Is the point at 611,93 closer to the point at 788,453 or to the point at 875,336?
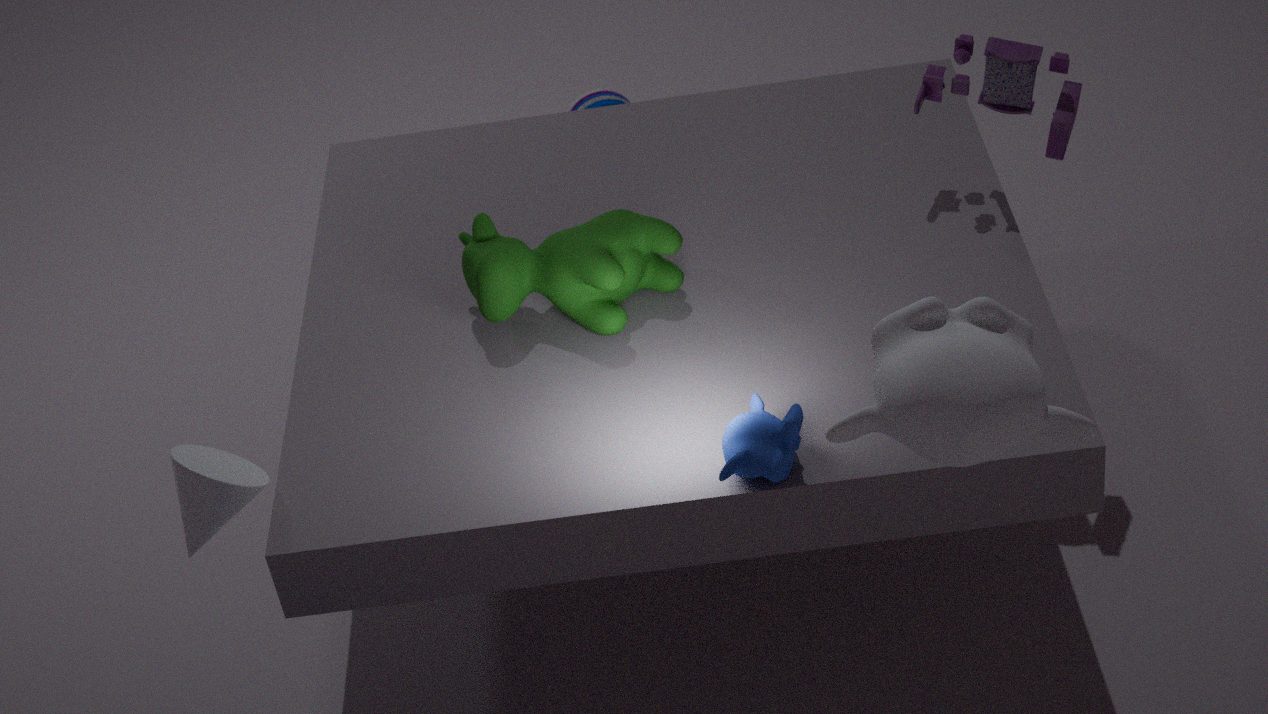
the point at 788,453
